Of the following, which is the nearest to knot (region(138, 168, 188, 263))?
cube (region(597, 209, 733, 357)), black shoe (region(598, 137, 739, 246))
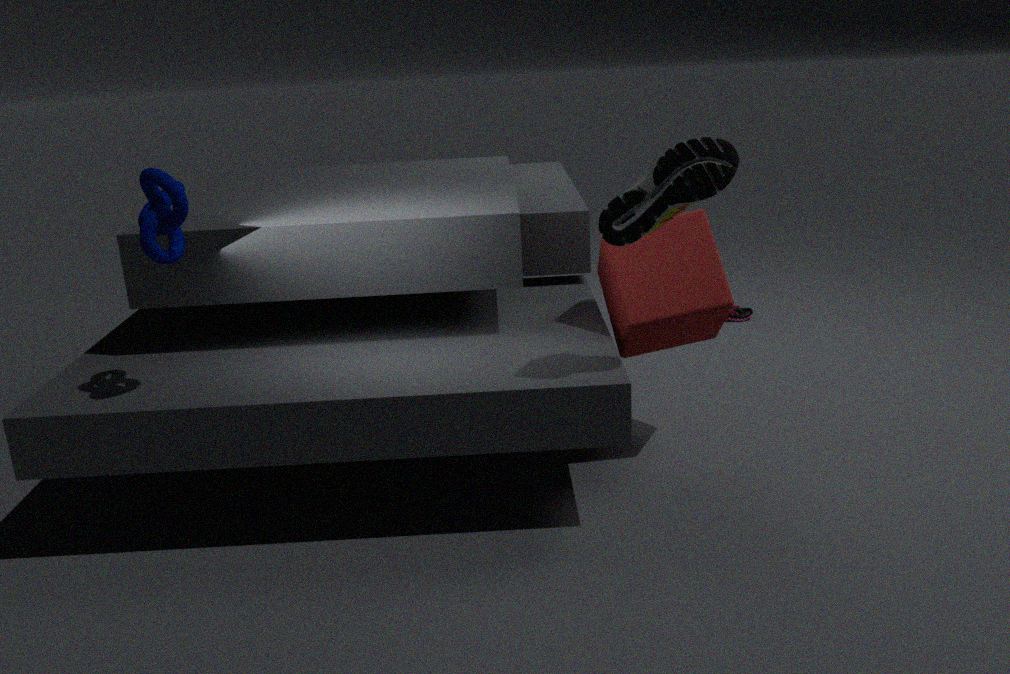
black shoe (region(598, 137, 739, 246))
